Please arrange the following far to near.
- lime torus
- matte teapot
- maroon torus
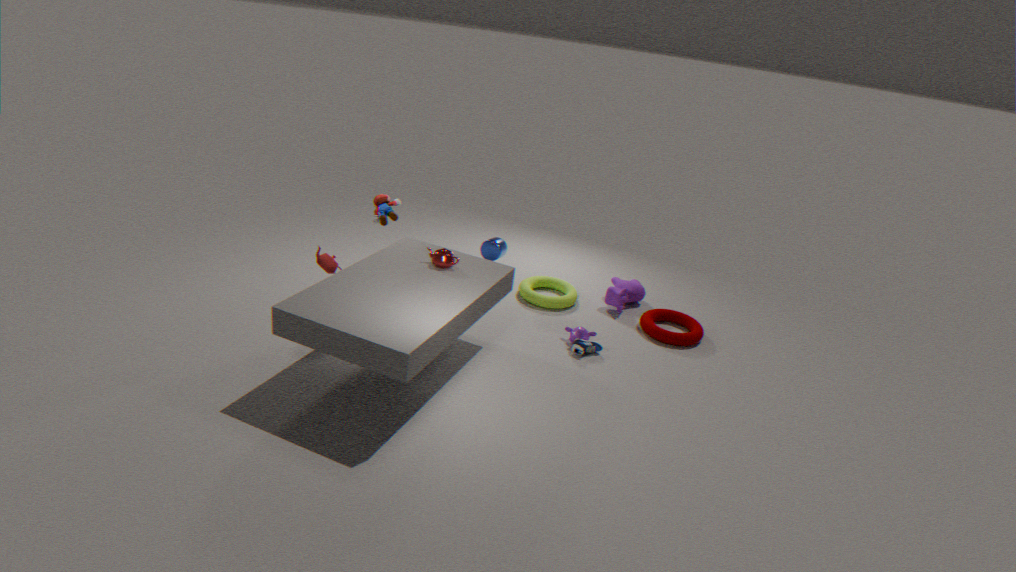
lime torus → maroon torus → matte teapot
